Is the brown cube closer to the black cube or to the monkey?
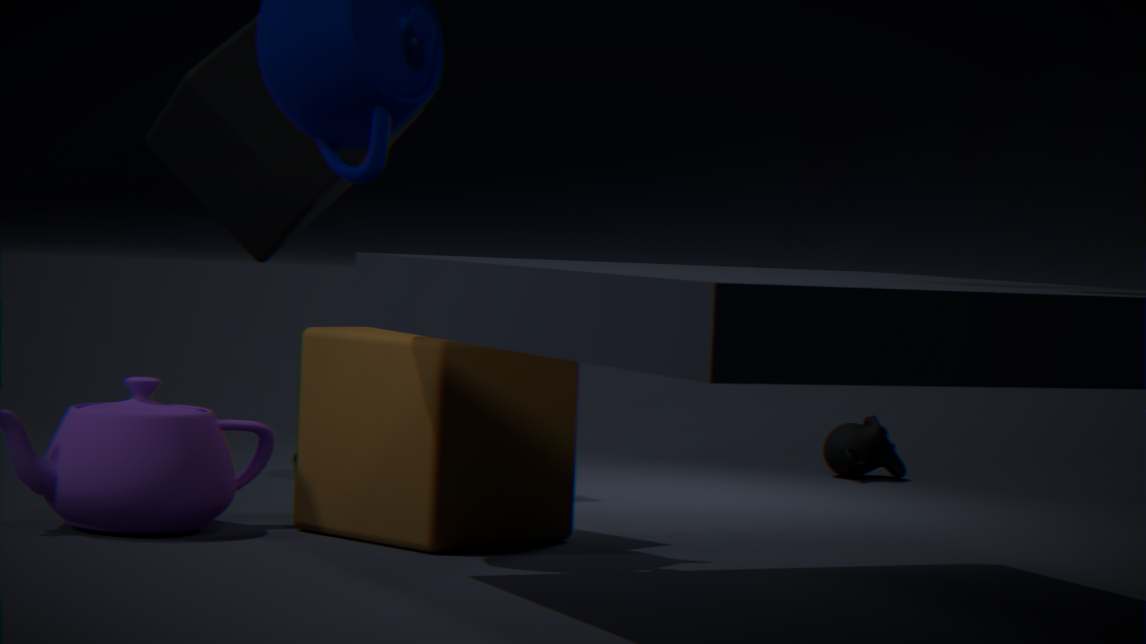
the black cube
